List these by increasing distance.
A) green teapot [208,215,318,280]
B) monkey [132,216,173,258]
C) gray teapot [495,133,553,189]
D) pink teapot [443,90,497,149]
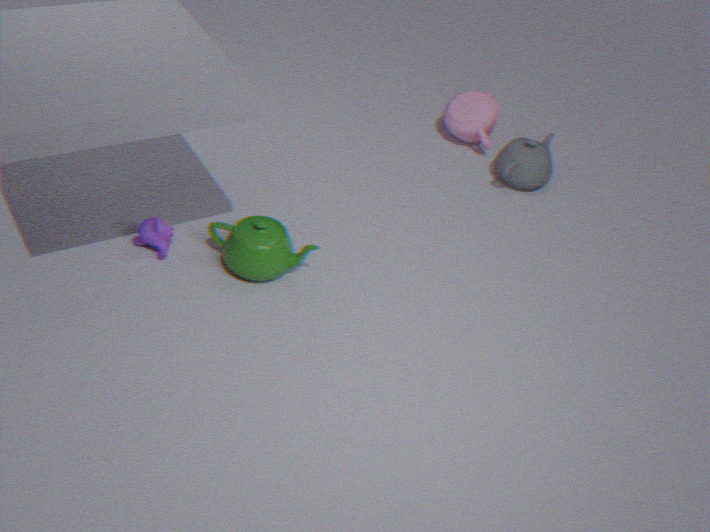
green teapot [208,215,318,280] → monkey [132,216,173,258] → gray teapot [495,133,553,189] → pink teapot [443,90,497,149]
